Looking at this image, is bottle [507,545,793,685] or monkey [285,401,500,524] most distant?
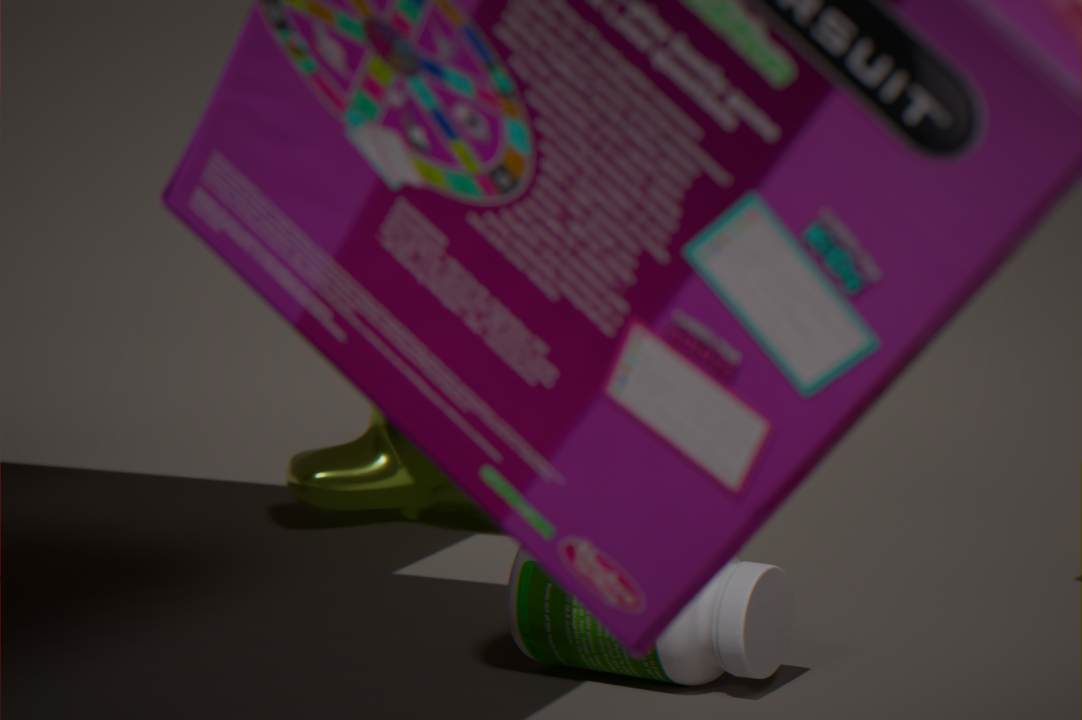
monkey [285,401,500,524]
